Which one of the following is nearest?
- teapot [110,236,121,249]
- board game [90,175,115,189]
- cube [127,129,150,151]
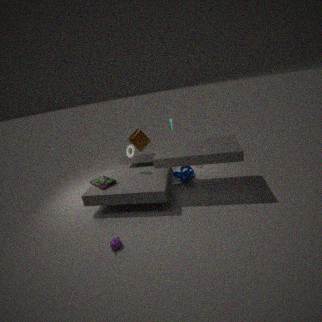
teapot [110,236,121,249]
